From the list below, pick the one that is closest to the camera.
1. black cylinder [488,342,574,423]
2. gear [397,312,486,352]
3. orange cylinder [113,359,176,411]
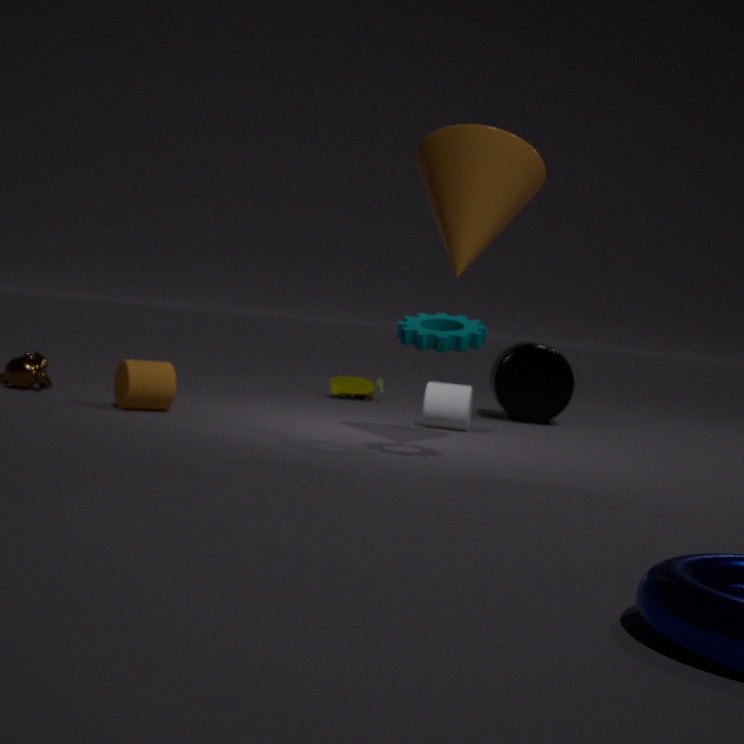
gear [397,312,486,352]
